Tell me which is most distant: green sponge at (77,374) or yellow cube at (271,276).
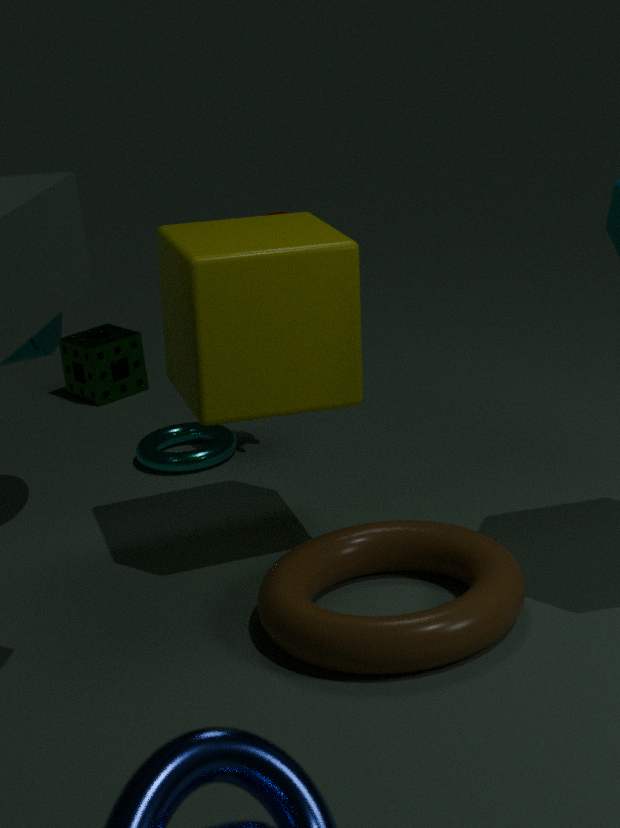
green sponge at (77,374)
